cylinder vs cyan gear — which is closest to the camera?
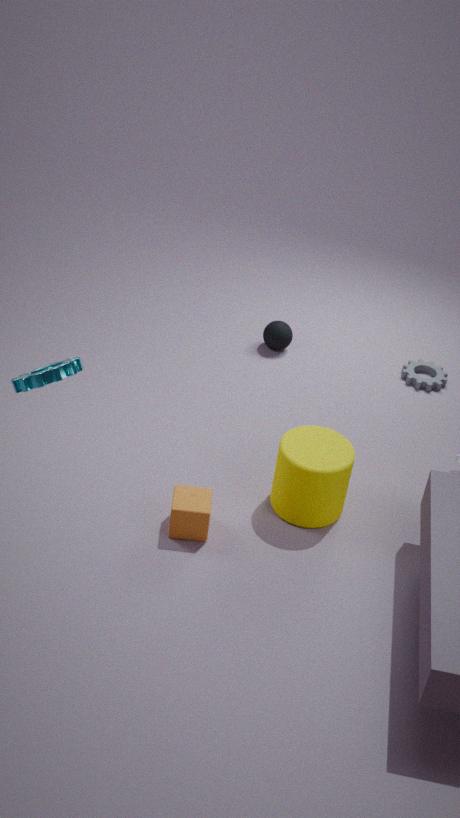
cyan gear
